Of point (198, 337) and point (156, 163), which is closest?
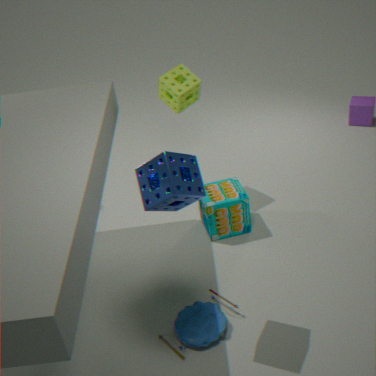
point (156, 163)
